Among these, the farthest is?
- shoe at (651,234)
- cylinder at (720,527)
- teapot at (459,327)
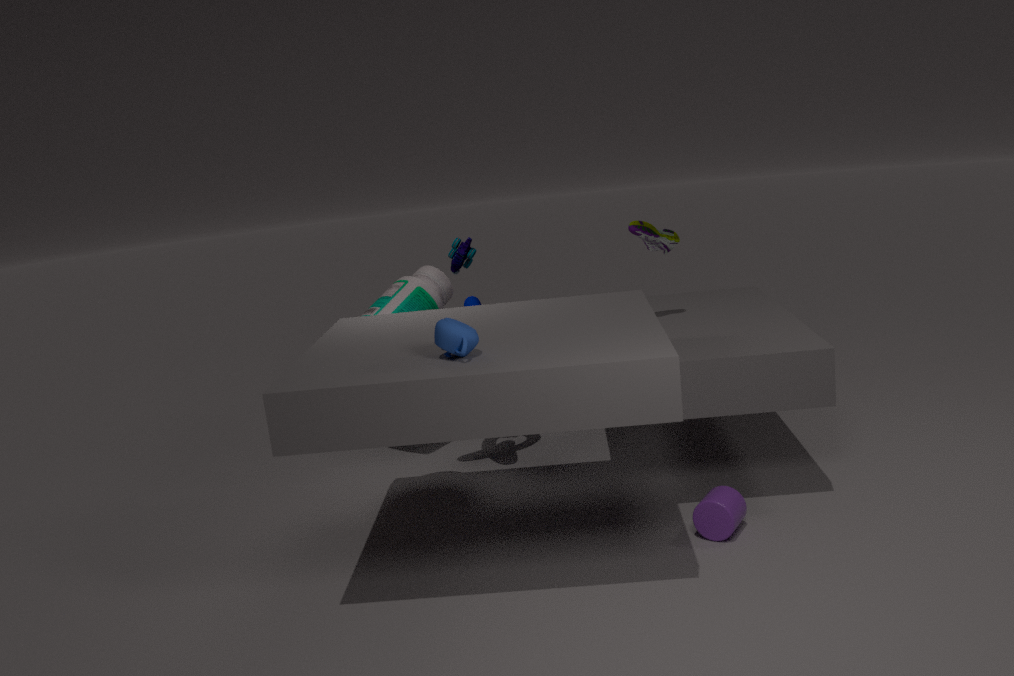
shoe at (651,234)
